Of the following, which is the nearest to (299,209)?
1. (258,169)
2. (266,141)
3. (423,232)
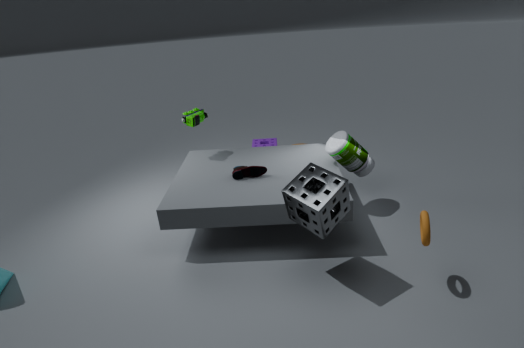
(423,232)
